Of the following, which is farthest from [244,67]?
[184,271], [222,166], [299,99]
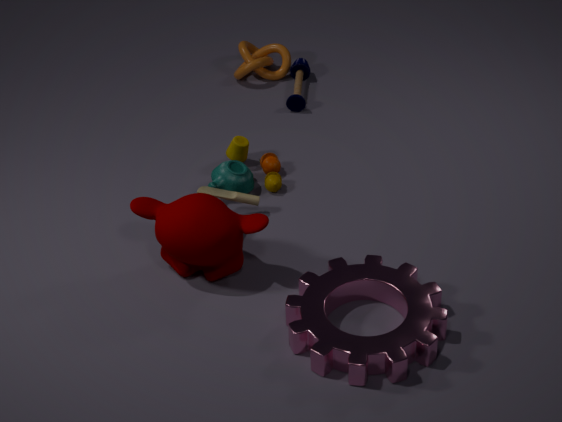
[184,271]
